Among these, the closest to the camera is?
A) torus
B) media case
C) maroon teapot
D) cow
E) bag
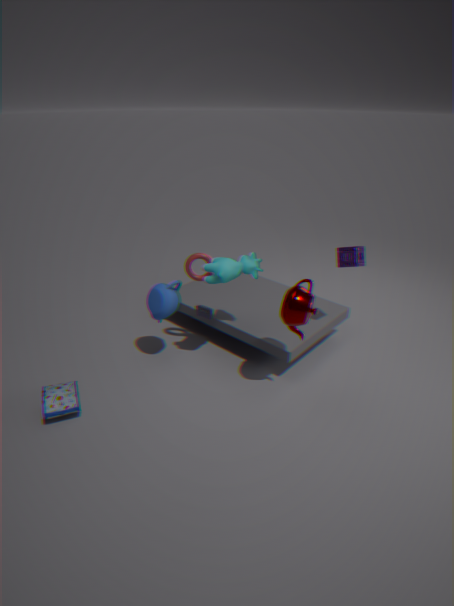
maroon teapot
